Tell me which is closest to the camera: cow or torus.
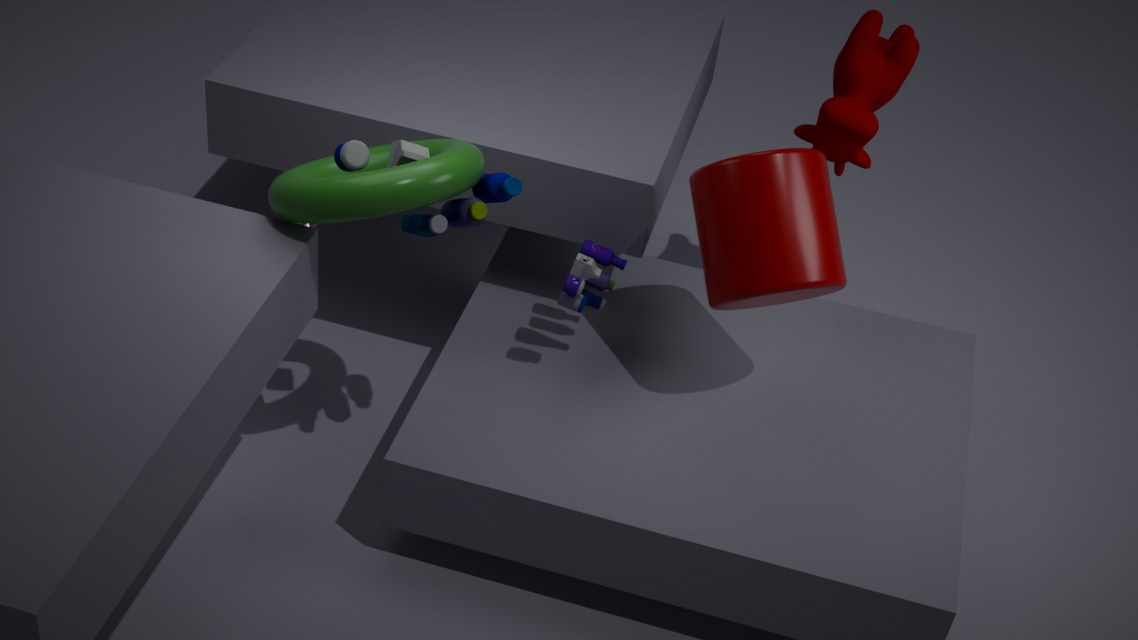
torus
